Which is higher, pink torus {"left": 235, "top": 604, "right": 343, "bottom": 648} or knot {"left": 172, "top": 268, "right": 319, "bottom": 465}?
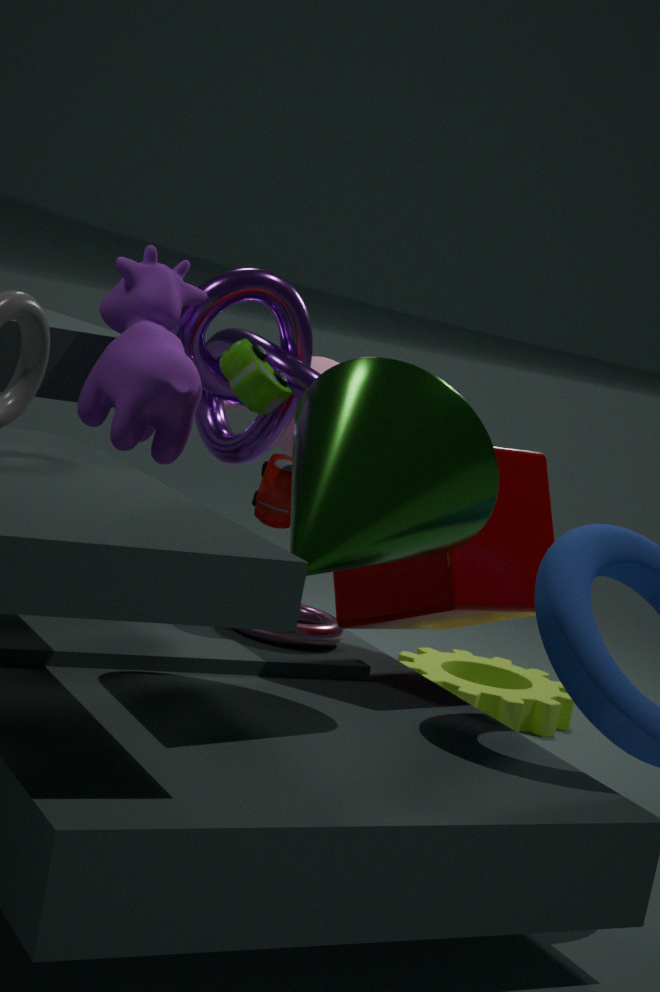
knot {"left": 172, "top": 268, "right": 319, "bottom": 465}
